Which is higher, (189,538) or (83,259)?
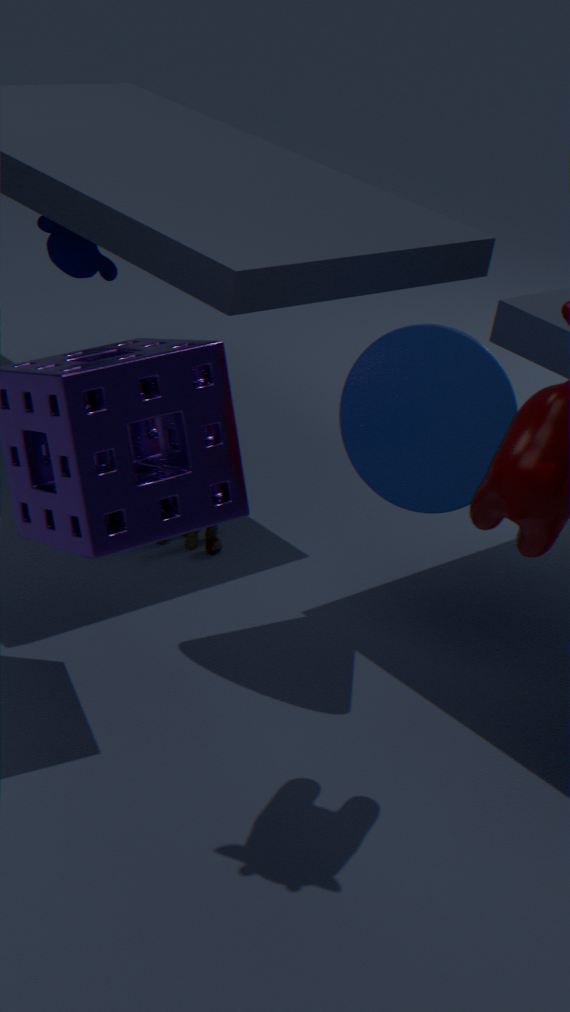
(83,259)
